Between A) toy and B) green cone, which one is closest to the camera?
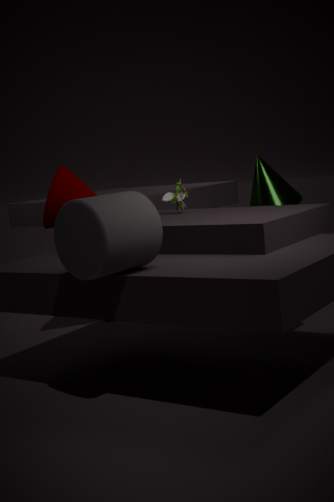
A. toy
